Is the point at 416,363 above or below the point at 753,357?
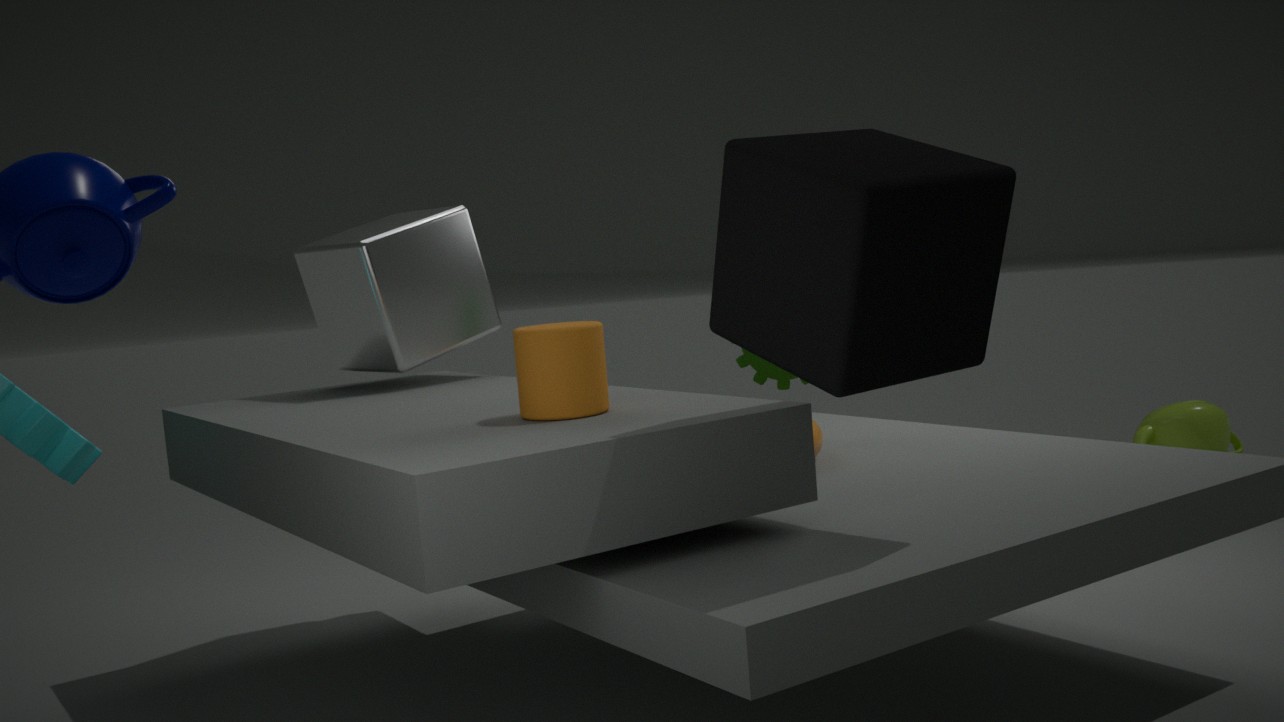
above
